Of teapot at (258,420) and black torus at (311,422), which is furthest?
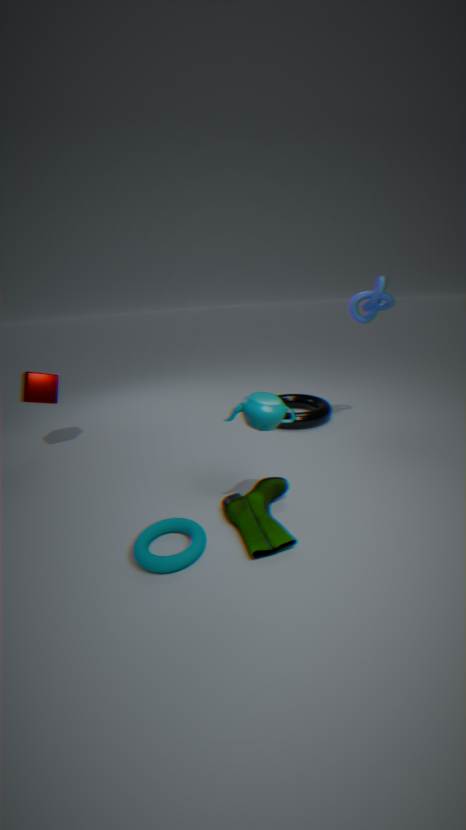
black torus at (311,422)
